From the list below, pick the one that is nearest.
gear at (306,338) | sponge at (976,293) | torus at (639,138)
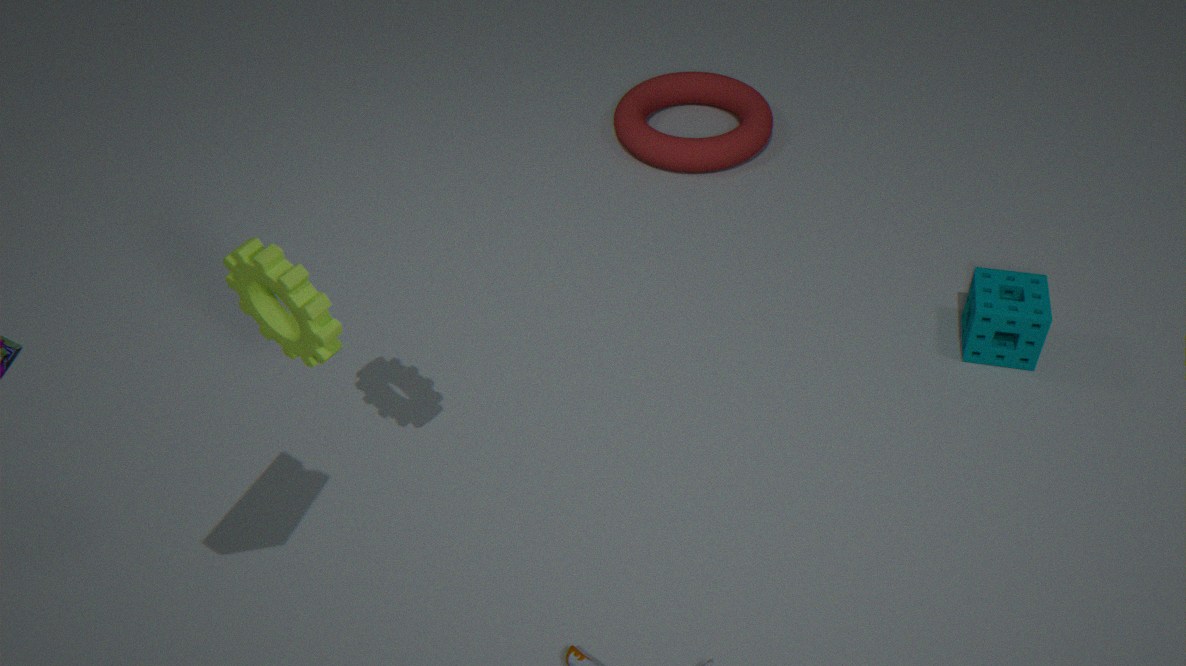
gear at (306,338)
